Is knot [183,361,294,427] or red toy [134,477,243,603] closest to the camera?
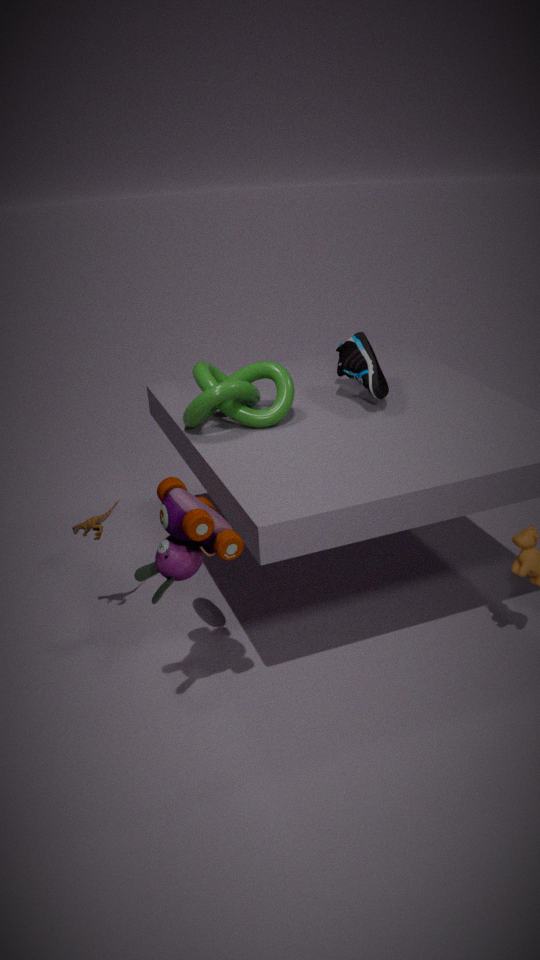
red toy [134,477,243,603]
